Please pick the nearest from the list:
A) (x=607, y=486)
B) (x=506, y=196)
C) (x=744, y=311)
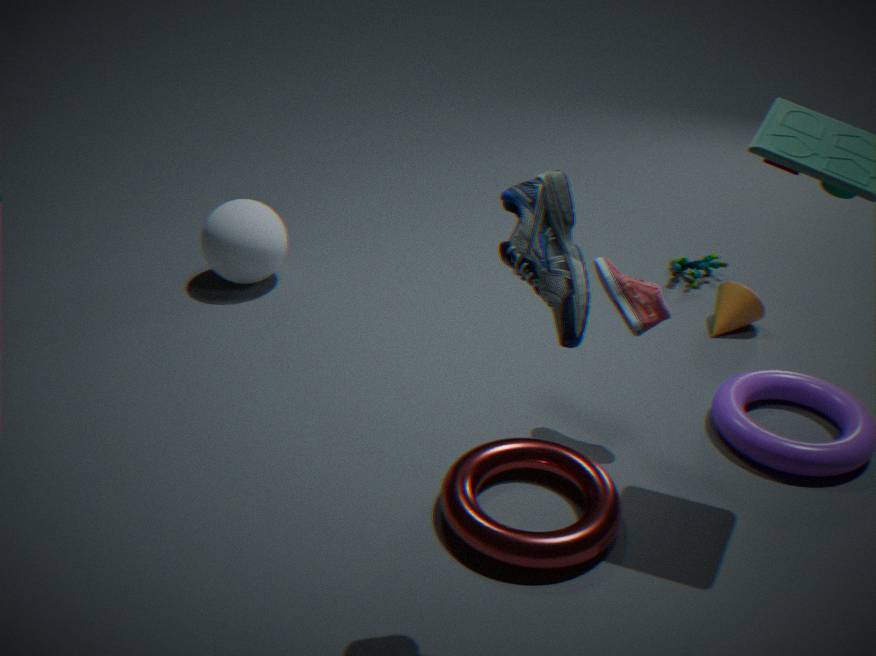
(x=506, y=196)
